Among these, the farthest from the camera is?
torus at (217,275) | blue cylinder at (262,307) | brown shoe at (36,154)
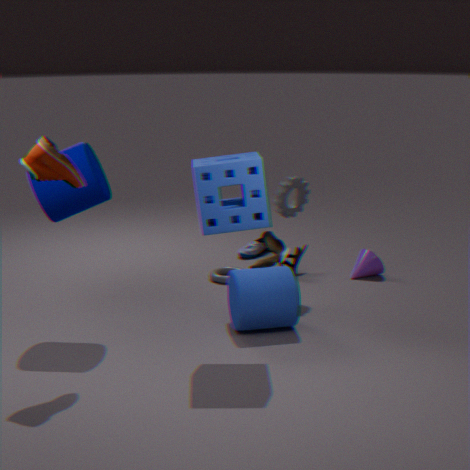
torus at (217,275)
